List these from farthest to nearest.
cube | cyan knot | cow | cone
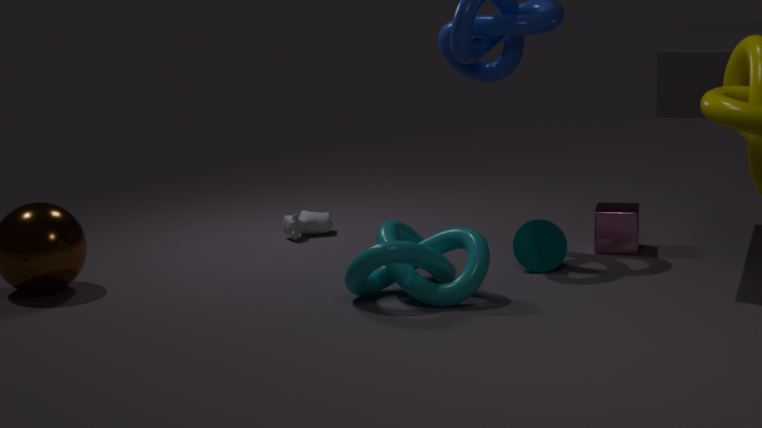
1. cow
2. cube
3. cone
4. cyan knot
